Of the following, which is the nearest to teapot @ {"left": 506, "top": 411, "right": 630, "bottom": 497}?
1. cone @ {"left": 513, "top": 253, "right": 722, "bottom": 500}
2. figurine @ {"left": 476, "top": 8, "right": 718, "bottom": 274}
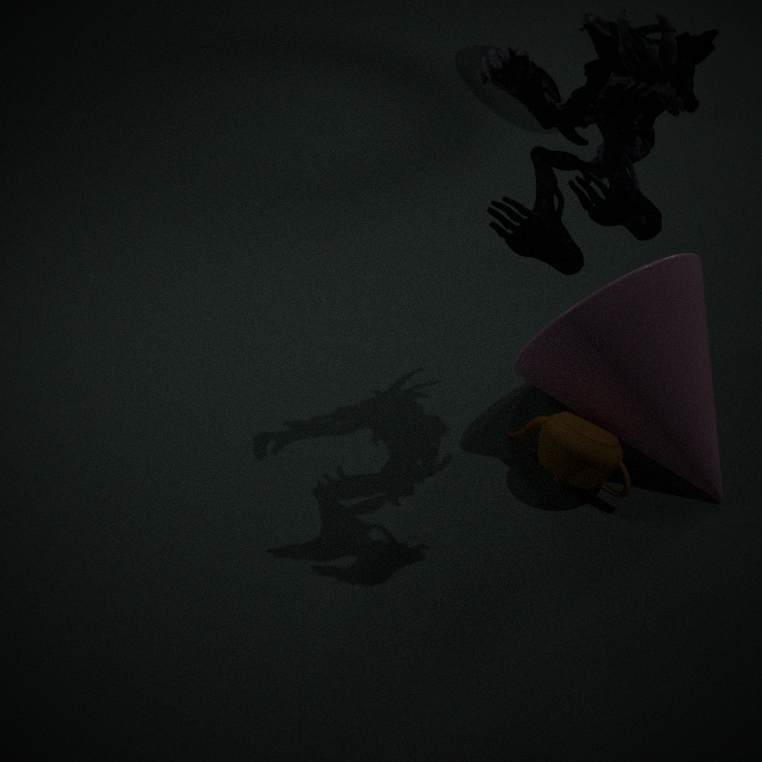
cone @ {"left": 513, "top": 253, "right": 722, "bottom": 500}
